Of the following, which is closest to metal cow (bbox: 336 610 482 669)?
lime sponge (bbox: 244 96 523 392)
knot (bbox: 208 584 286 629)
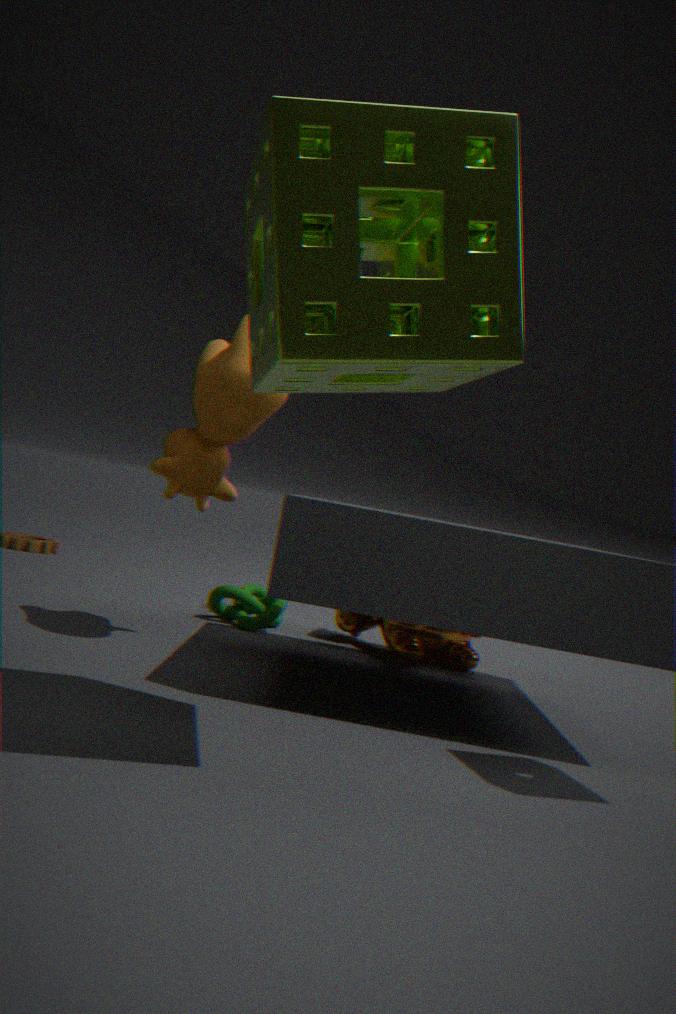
knot (bbox: 208 584 286 629)
